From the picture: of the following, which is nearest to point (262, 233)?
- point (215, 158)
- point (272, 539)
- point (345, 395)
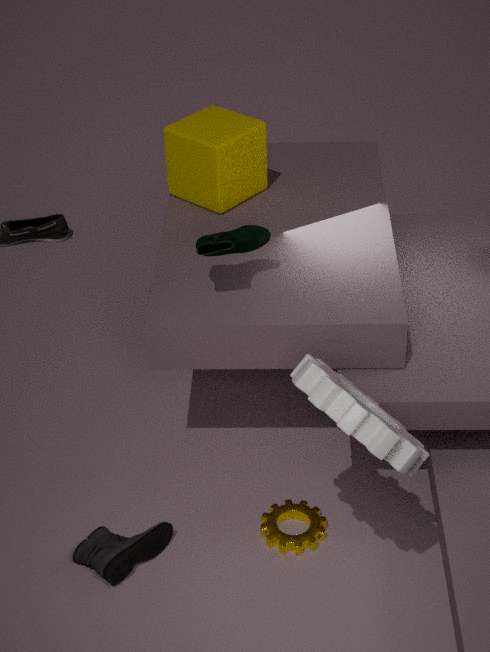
point (215, 158)
